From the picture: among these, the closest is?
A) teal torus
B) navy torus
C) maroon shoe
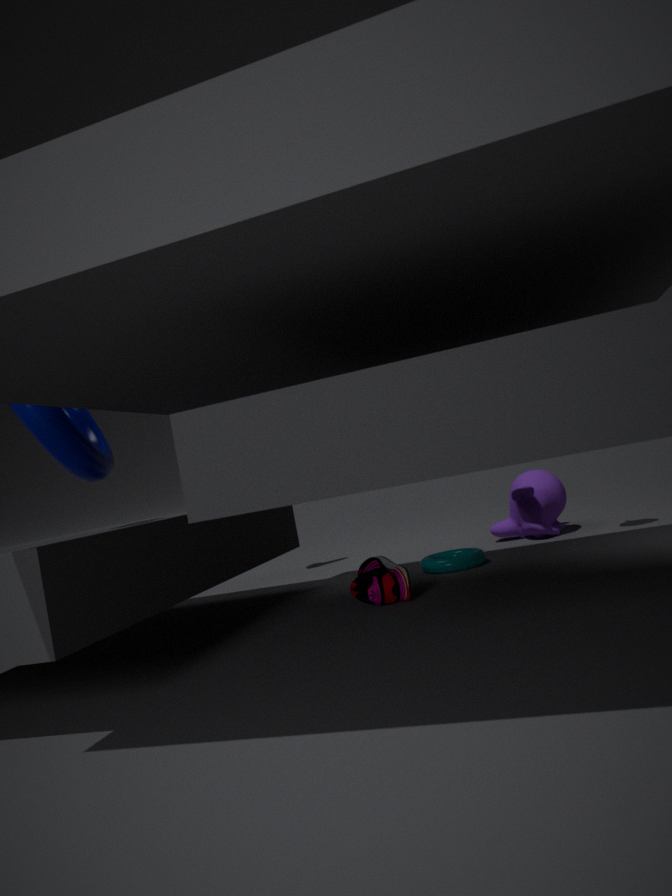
navy torus
